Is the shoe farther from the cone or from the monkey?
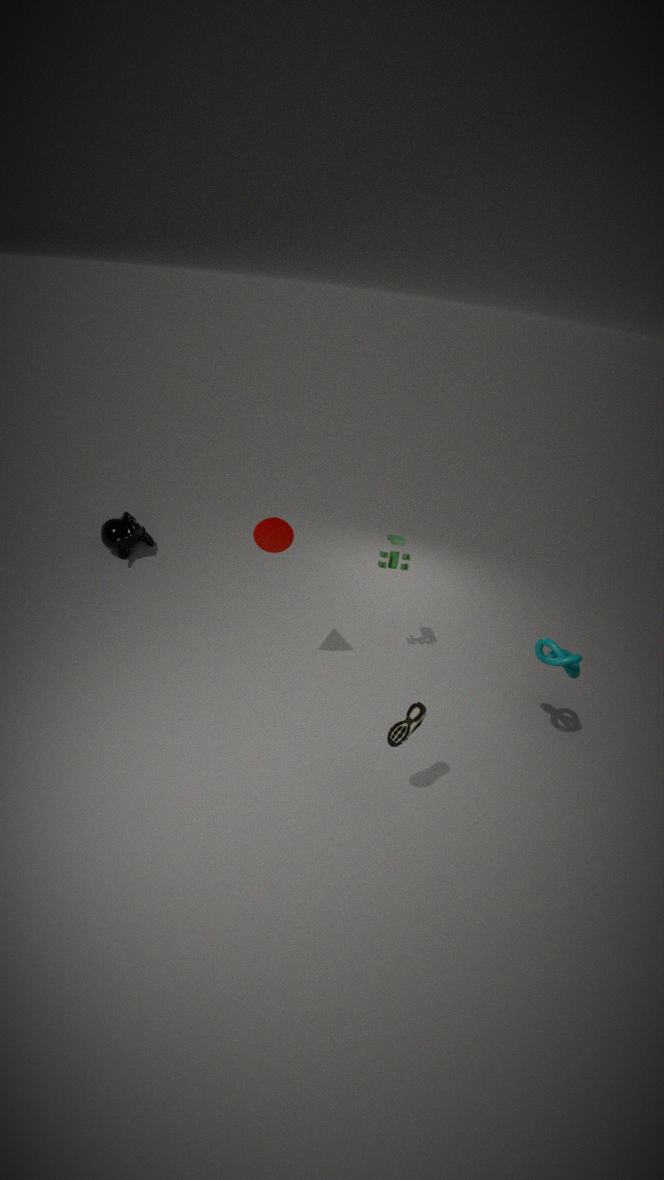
the monkey
